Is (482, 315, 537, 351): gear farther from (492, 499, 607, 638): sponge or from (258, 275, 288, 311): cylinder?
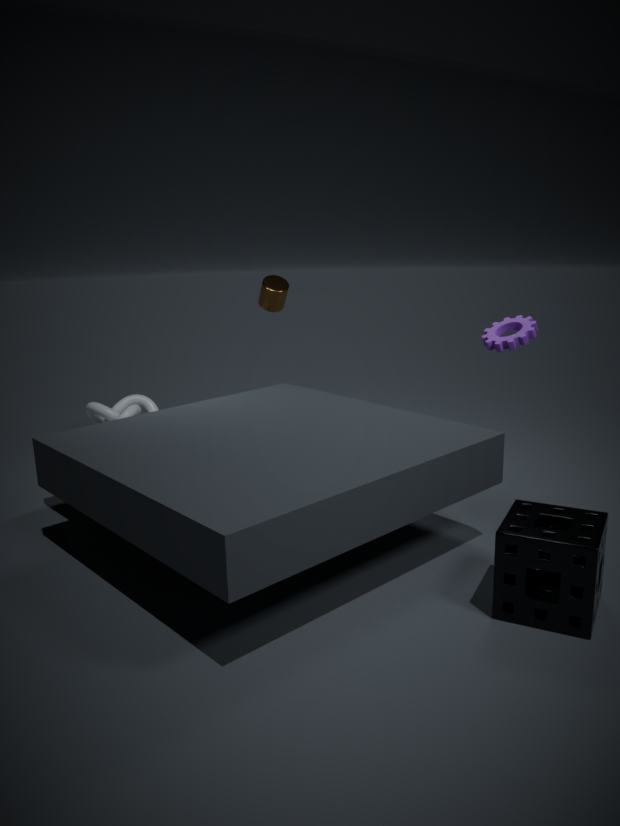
(258, 275, 288, 311): cylinder
